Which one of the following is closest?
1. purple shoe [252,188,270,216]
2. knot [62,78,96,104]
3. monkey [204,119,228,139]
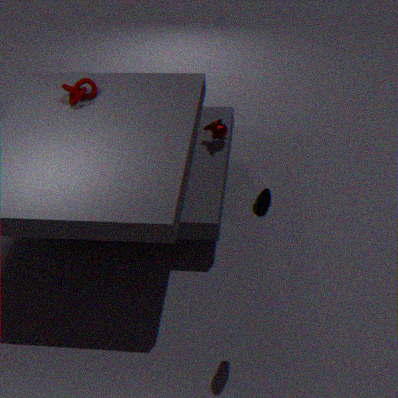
purple shoe [252,188,270,216]
